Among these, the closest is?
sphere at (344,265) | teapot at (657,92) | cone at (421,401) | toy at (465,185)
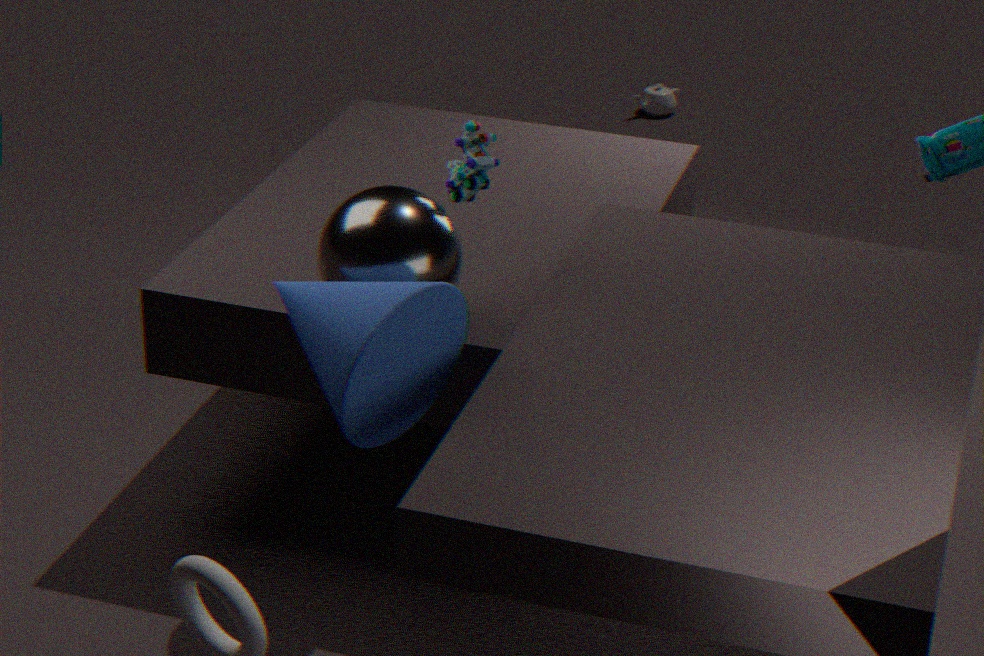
cone at (421,401)
